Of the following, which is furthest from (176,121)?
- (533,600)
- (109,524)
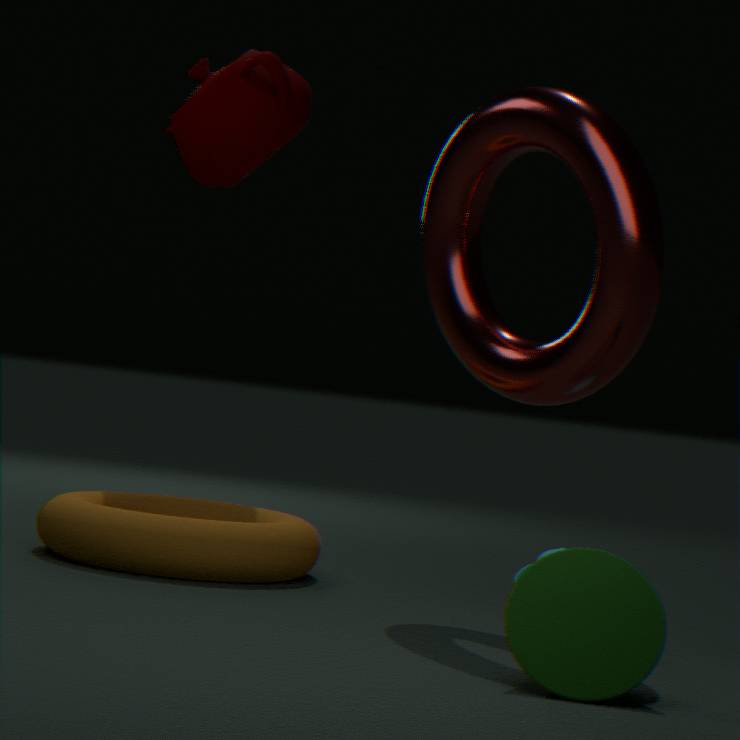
(533,600)
